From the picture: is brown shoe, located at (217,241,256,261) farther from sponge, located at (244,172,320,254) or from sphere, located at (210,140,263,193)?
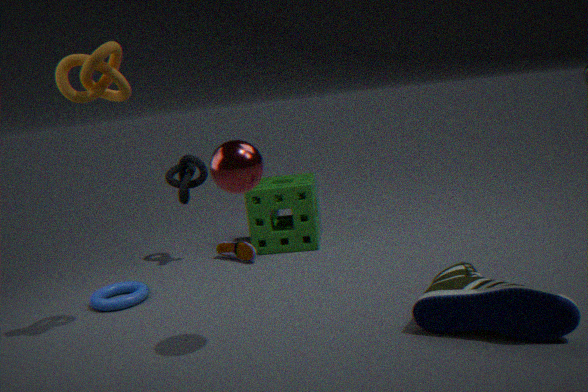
sphere, located at (210,140,263,193)
